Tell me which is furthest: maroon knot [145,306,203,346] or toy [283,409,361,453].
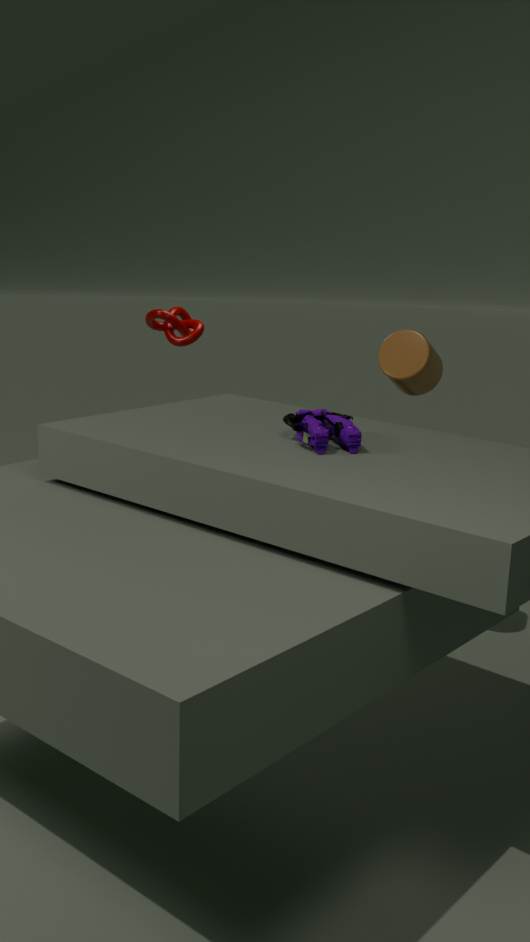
maroon knot [145,306,203,346]
